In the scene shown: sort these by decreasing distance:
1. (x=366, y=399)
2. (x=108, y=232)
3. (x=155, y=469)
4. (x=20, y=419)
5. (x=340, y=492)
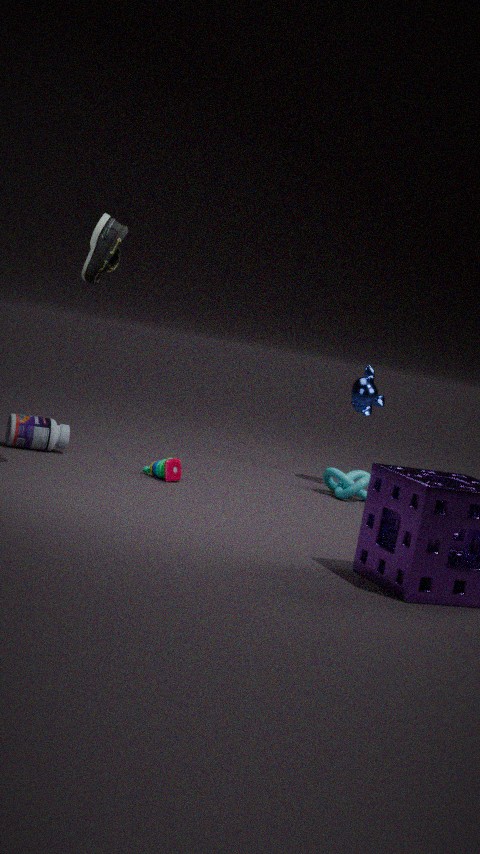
(x=366, y=399)
(x=340, y=492)
(x=20, y=419)
(x=155, y=469)
(x=108, y=232)
